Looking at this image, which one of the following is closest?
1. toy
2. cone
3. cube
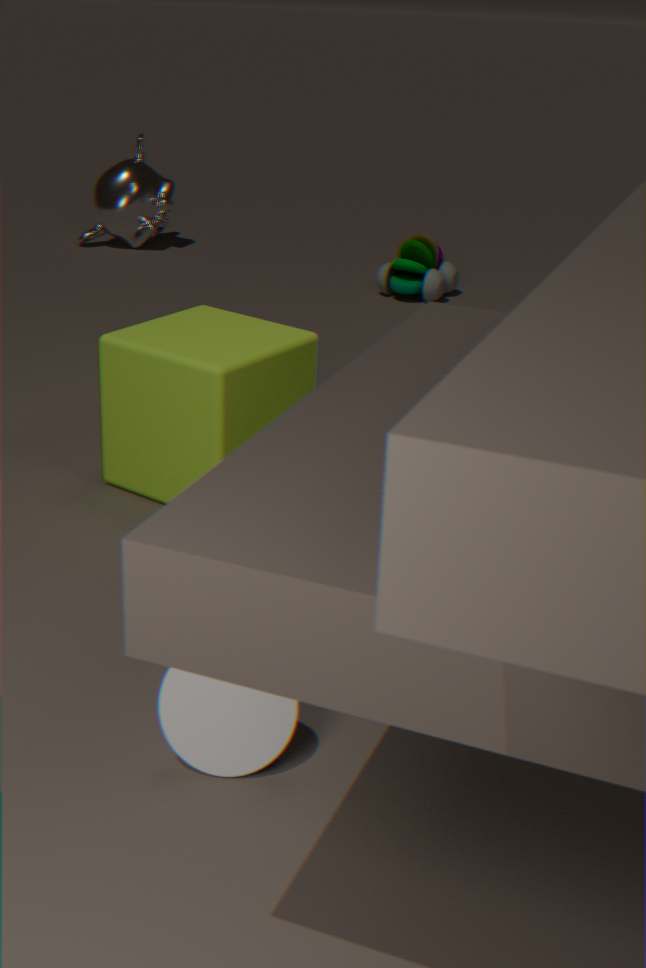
cone
